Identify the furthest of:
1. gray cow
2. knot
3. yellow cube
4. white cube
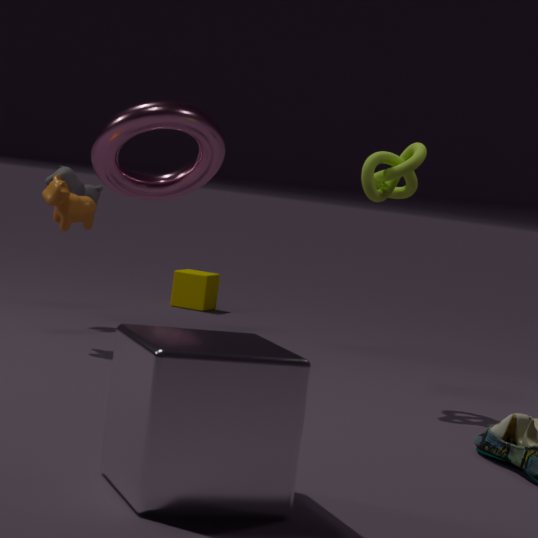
yellow cube
